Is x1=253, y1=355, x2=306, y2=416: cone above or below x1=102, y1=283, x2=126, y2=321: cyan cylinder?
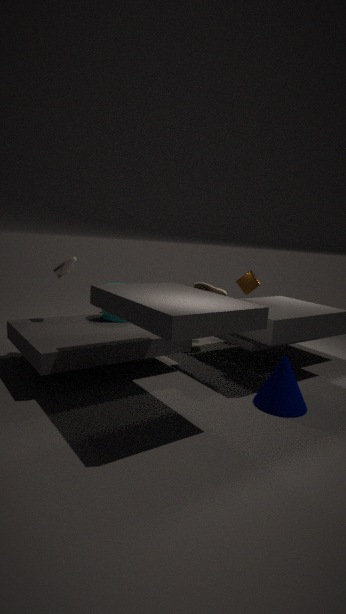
below
